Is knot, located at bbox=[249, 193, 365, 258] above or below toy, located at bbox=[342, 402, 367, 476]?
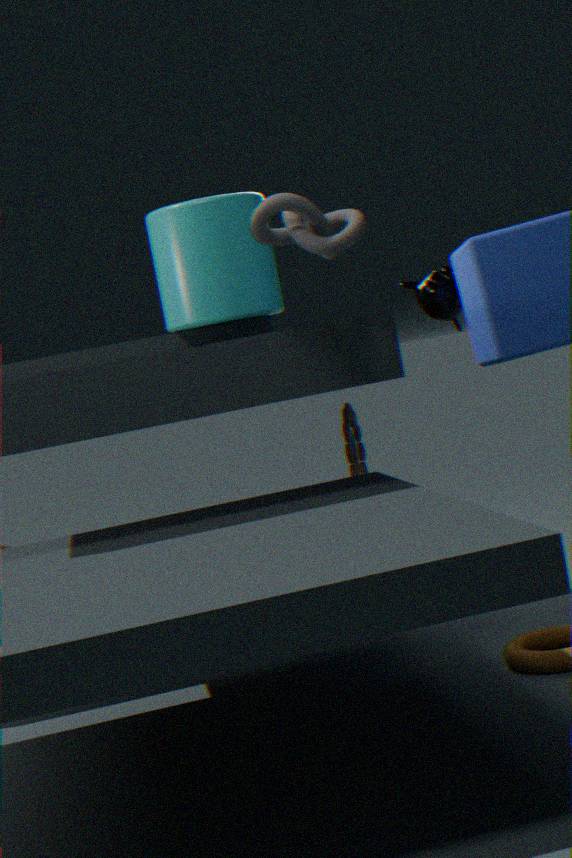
above
